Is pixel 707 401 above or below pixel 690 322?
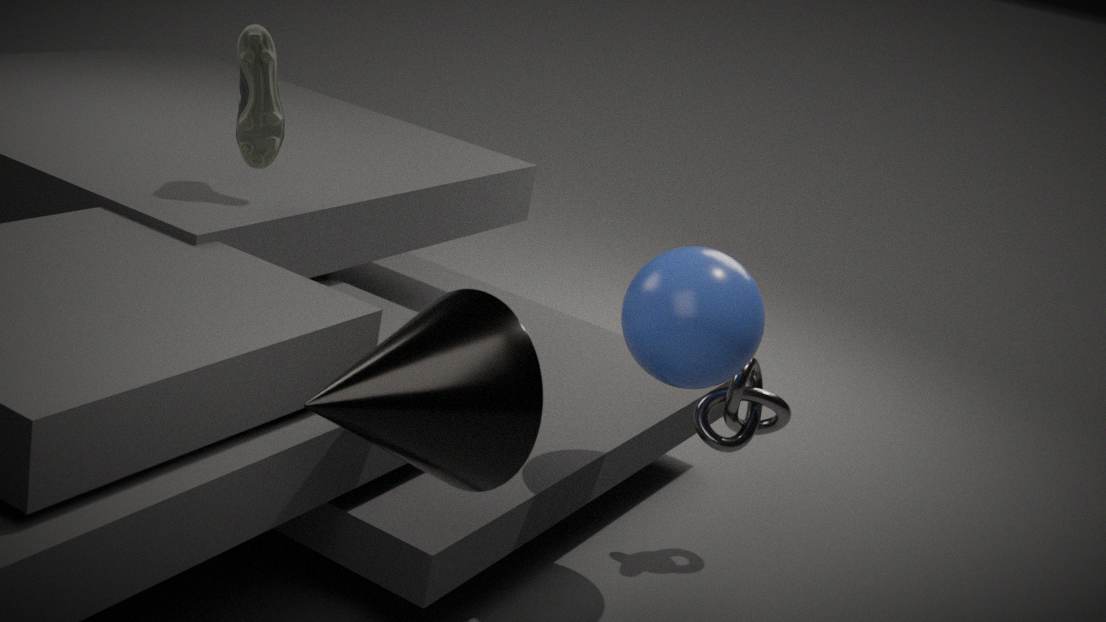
below
